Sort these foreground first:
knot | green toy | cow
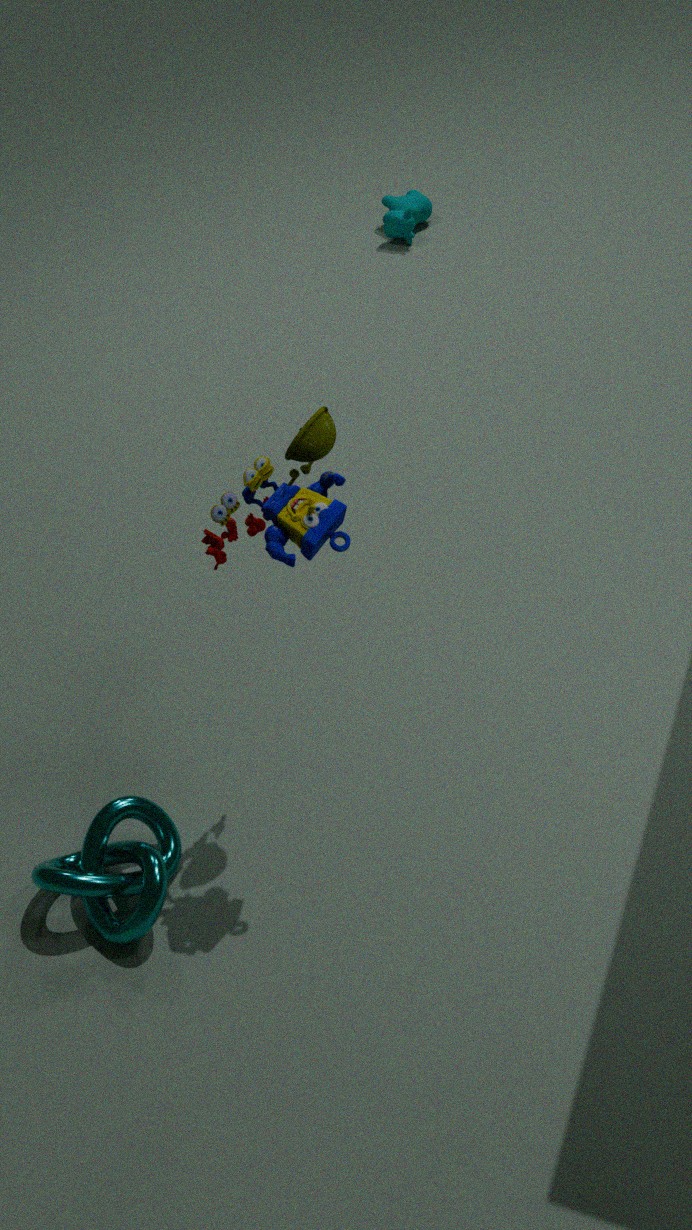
green toy
knot
cow
